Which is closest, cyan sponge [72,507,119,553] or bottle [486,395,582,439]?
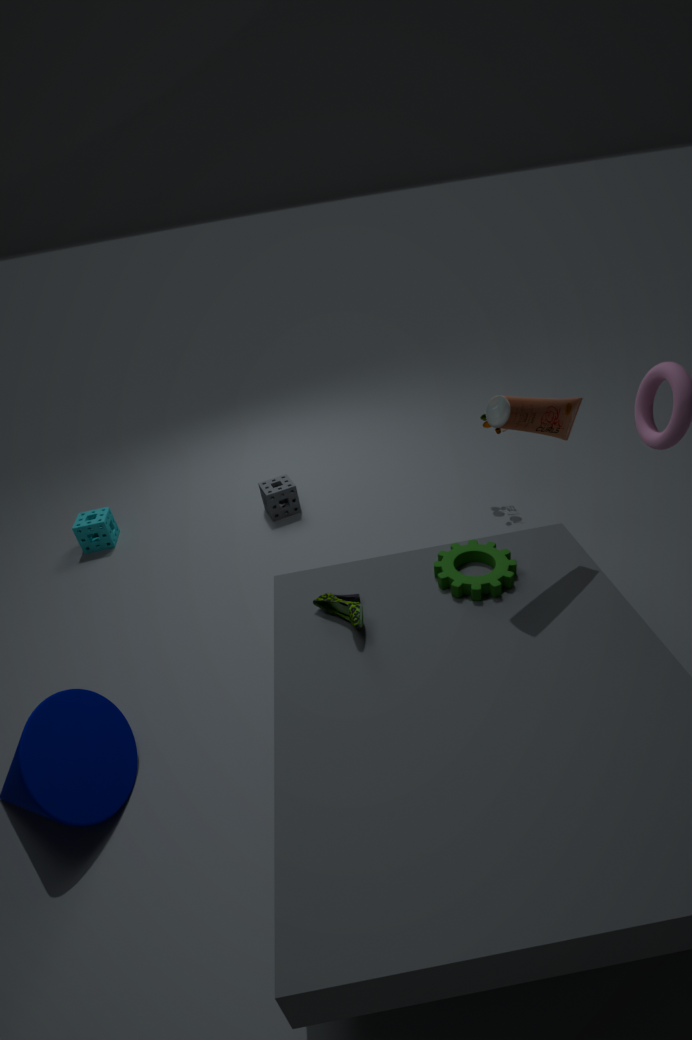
bottle [486,395,582,439]
